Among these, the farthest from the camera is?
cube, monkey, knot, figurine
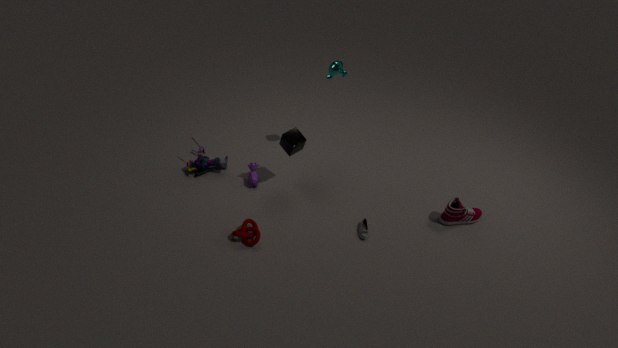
figurine
